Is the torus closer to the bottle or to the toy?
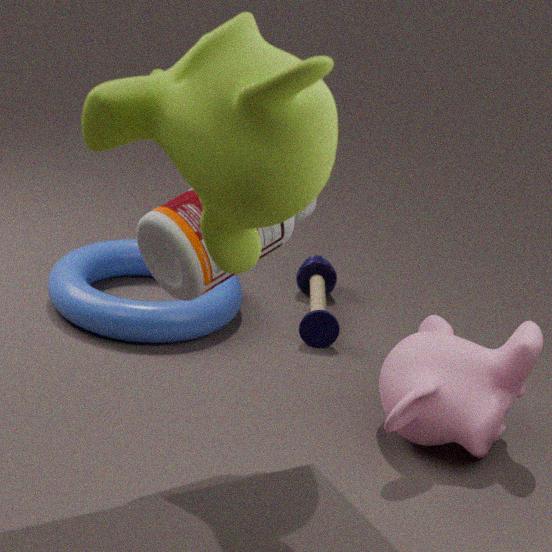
the toy
